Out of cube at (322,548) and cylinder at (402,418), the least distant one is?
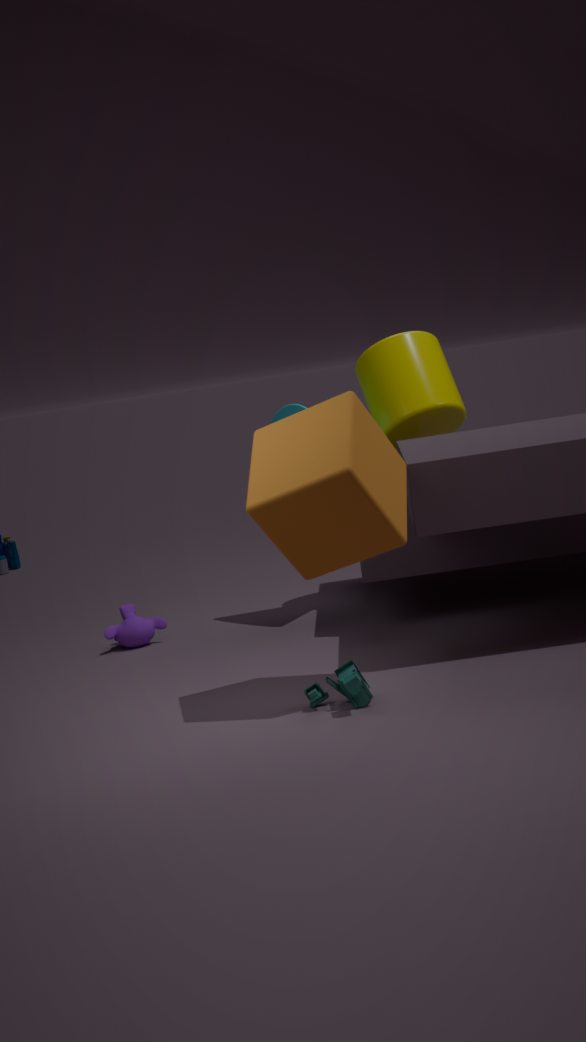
cube at (322,548)
